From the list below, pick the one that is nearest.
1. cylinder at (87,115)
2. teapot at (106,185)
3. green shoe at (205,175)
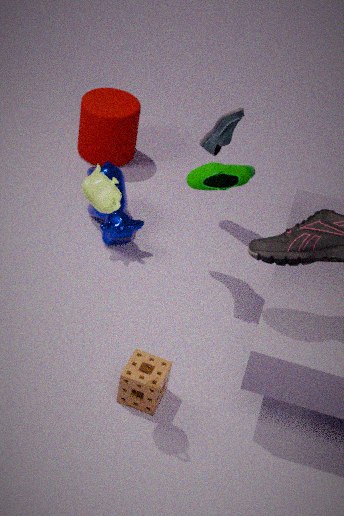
teapot at (106,185)
